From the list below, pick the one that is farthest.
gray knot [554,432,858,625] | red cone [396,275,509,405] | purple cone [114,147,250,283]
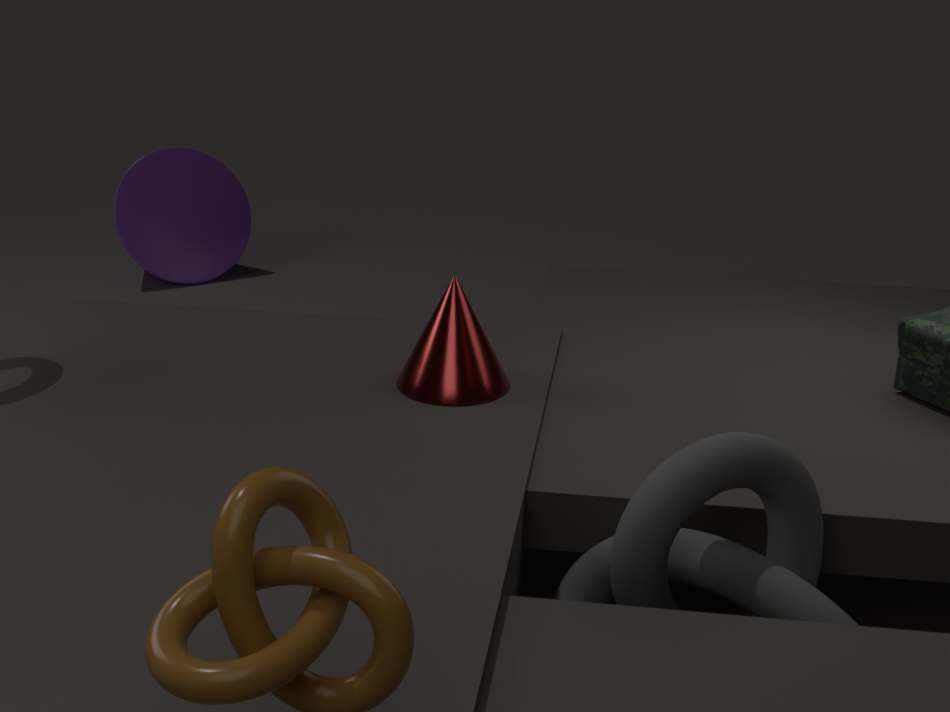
purple cone [114,147,250,283]
